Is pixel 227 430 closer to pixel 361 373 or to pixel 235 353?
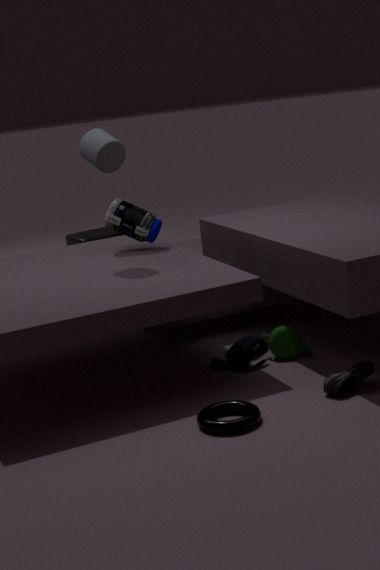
pixel 361 373
